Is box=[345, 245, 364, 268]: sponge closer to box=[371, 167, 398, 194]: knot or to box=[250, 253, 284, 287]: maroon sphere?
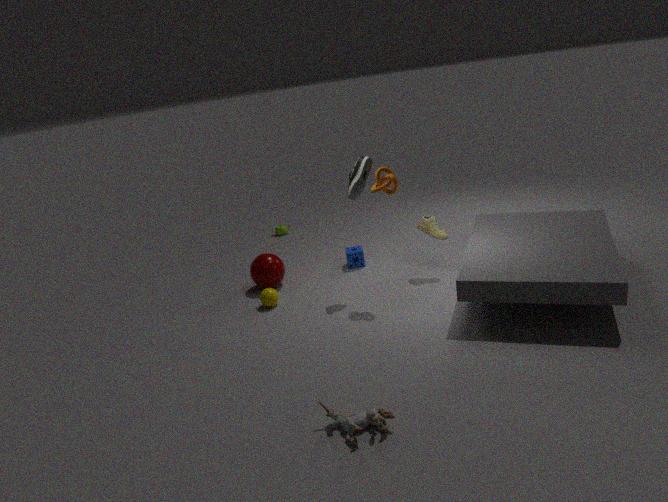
box=[250, 253, 284, 287]: maroon sphere
